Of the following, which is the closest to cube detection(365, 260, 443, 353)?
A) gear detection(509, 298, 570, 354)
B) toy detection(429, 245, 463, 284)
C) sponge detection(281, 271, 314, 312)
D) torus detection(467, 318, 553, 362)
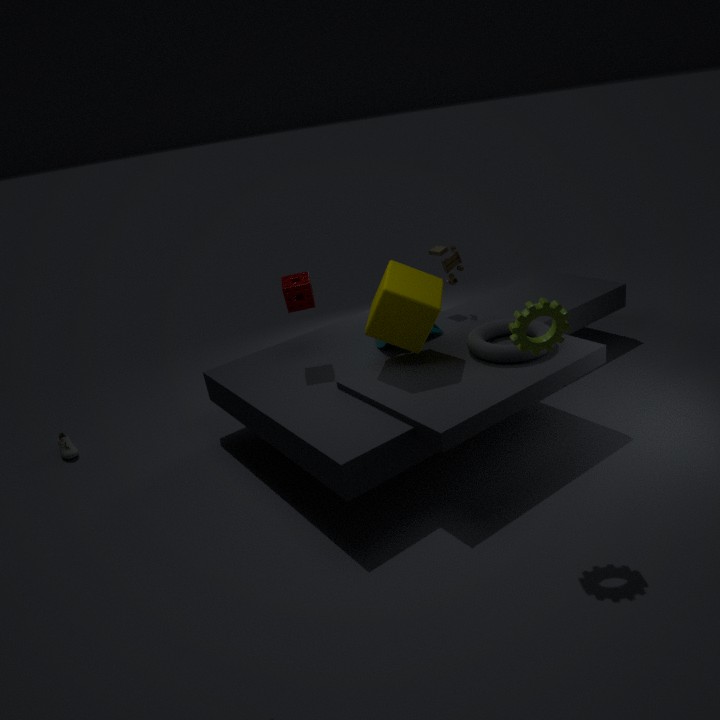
torus detection(467, 318, 553, 362)
